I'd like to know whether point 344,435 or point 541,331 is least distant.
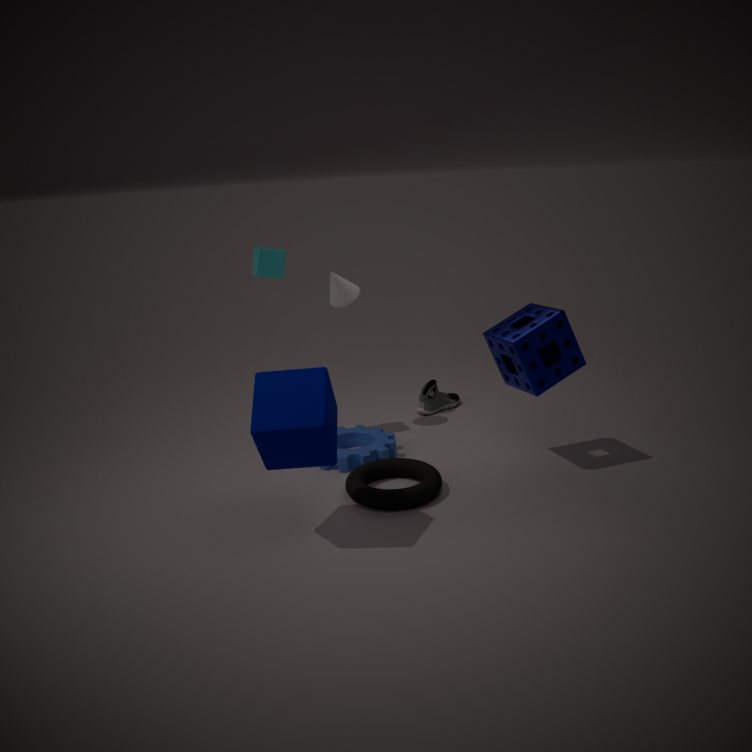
point 541,331
